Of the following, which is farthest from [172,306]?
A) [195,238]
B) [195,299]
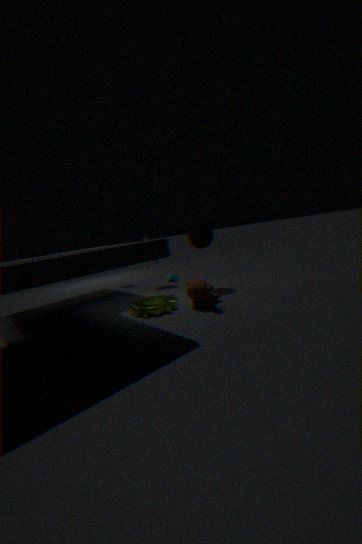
[195,238]
